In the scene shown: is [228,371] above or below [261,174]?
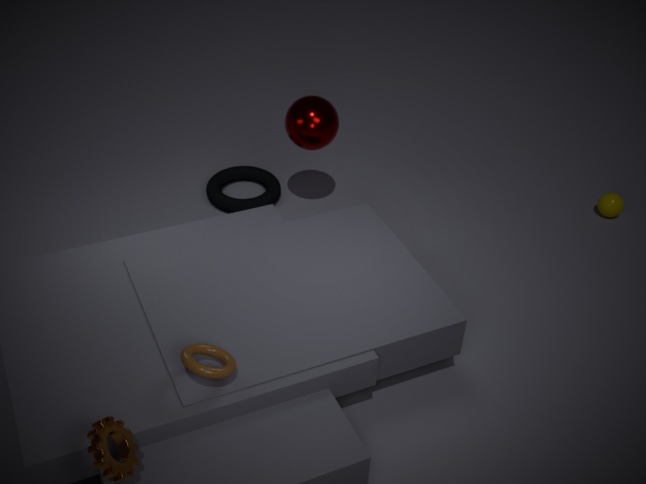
above
